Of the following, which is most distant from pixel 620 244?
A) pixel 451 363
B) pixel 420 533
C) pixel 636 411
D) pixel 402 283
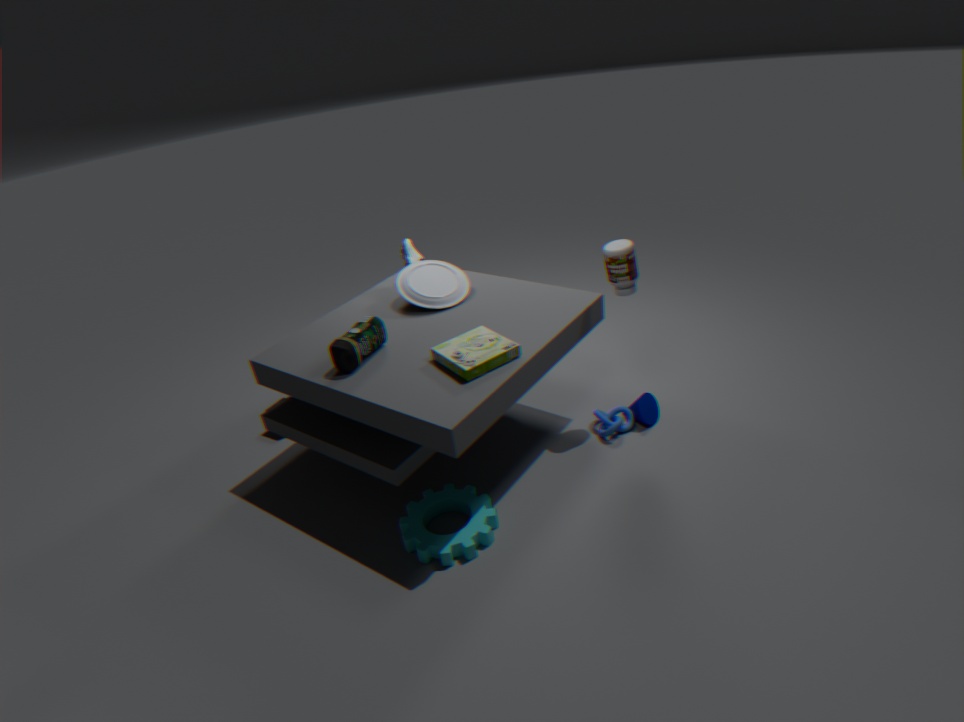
pixel 420 533
